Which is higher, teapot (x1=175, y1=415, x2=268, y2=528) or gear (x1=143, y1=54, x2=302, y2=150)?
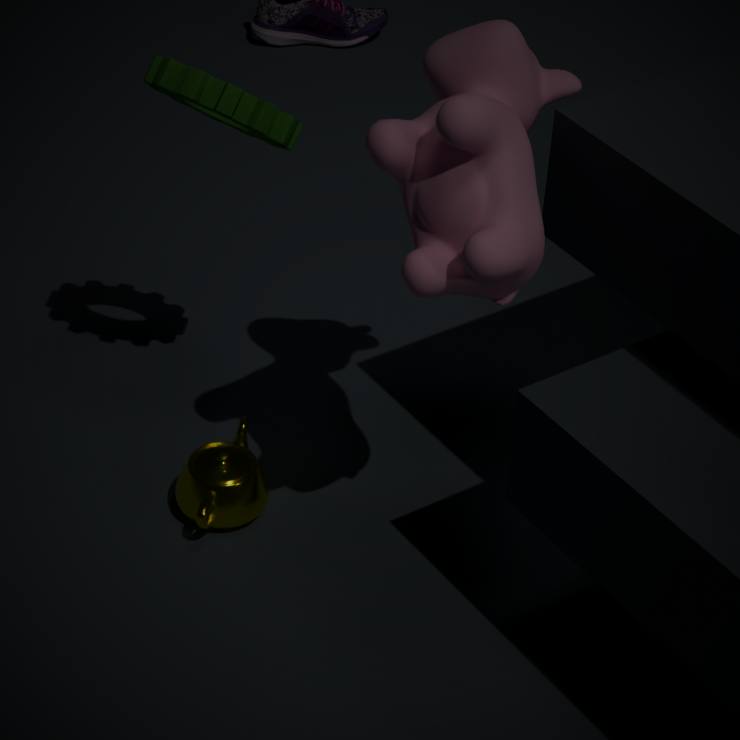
gear (x1=143, y1=54, x2=302, y2=150)
